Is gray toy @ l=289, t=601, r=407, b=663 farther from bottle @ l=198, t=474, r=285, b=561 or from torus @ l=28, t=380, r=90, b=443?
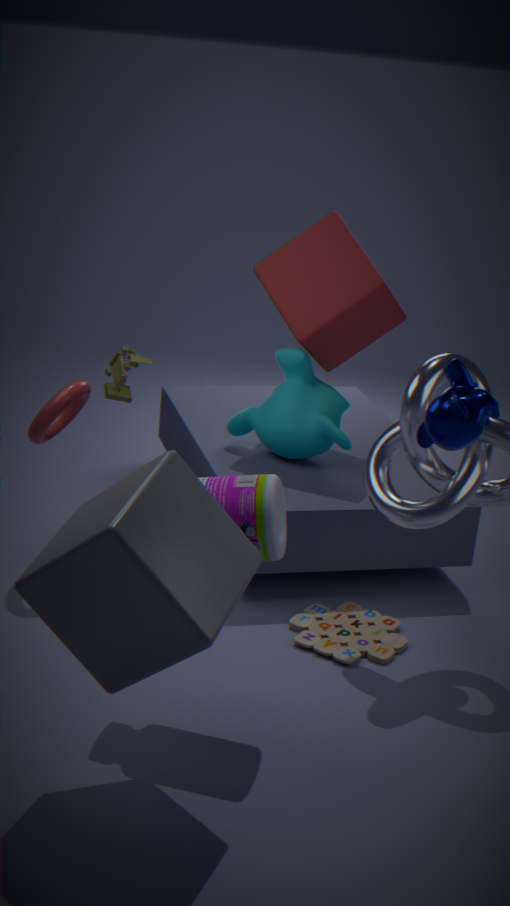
torus @ l=28, t=380, r=90, b=443
